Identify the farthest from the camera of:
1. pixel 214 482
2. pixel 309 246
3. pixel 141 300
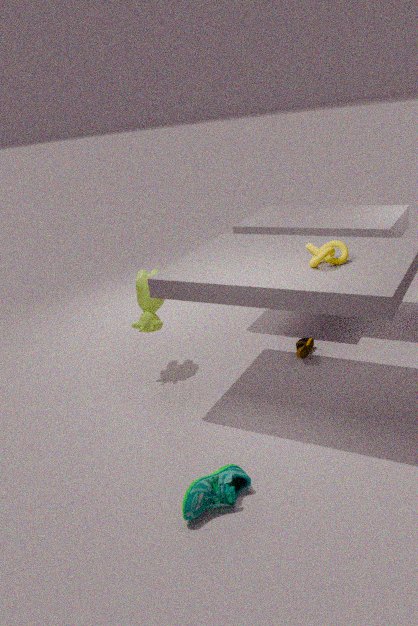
pixel 141 300
